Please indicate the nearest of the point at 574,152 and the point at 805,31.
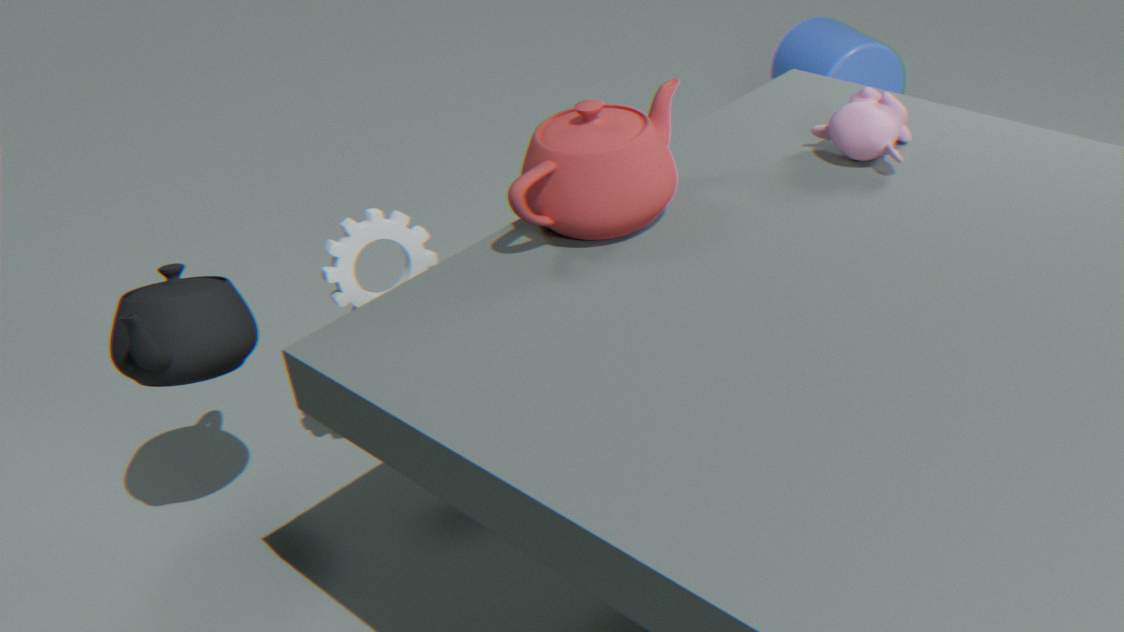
the point at 574,152
